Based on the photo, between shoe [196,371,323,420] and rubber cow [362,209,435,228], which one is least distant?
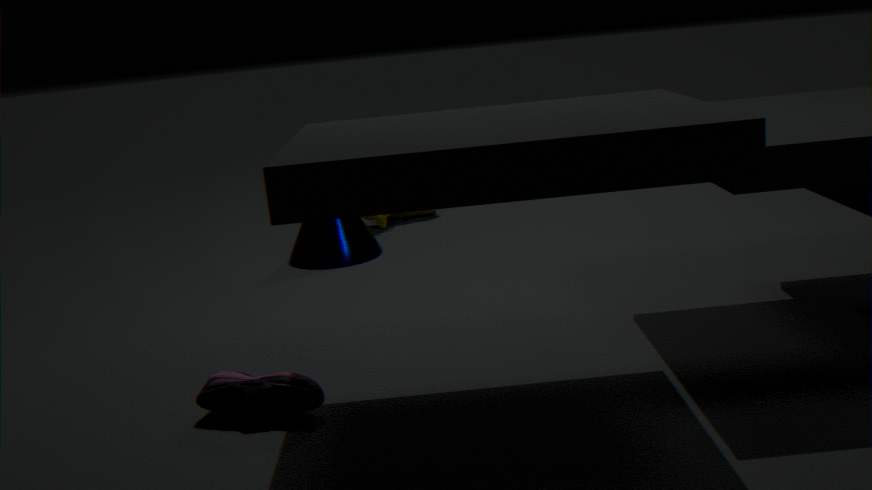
shoe [196,371,323,420]
